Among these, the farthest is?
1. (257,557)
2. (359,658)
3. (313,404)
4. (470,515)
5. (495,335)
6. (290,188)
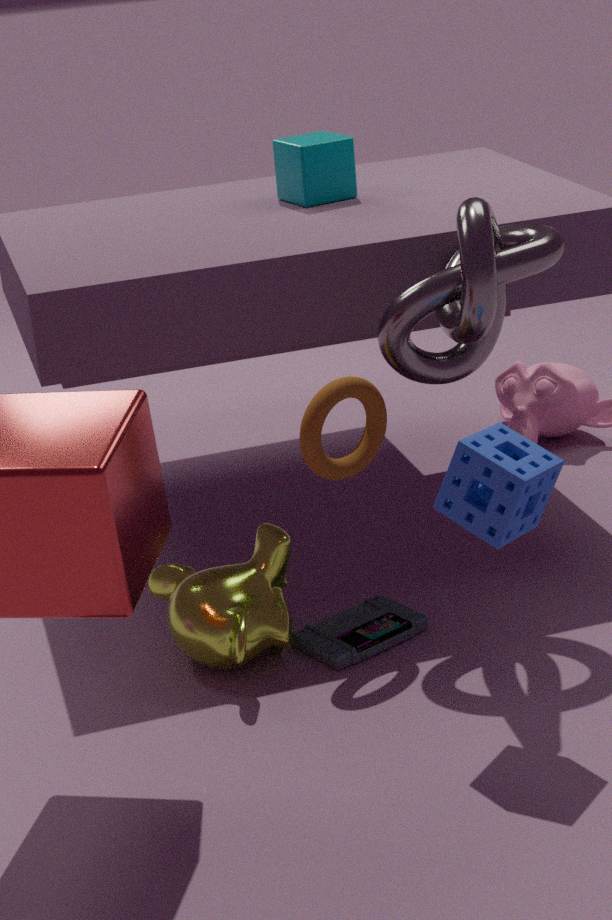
(290,188)
